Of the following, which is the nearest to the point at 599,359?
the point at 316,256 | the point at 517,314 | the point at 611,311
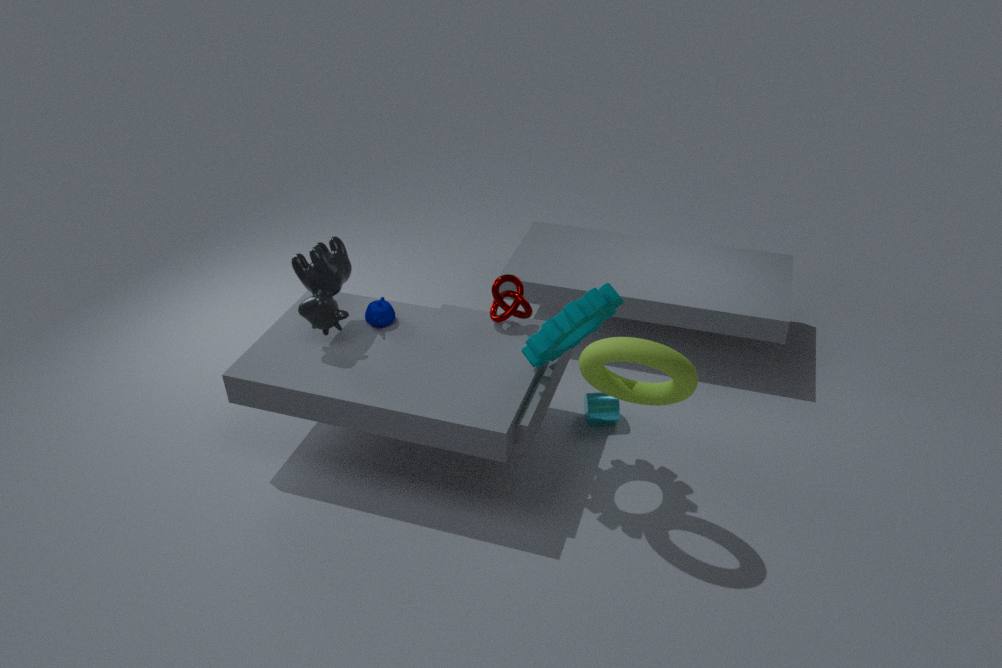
the point at 611,311
